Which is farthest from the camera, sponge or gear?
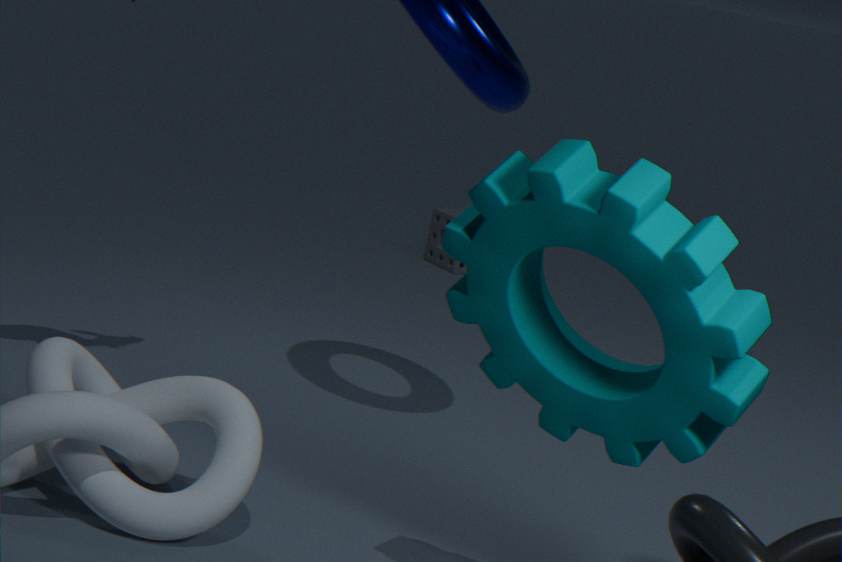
sponge
